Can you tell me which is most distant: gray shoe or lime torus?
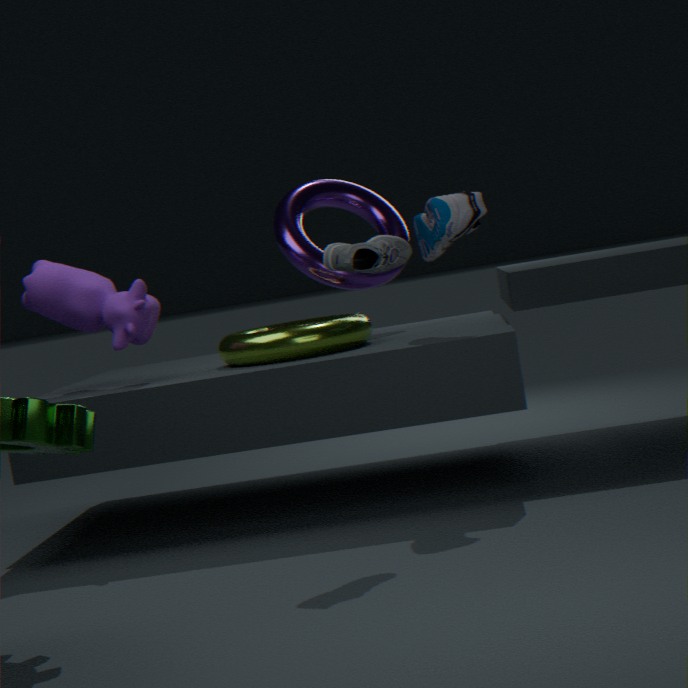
lime torus
